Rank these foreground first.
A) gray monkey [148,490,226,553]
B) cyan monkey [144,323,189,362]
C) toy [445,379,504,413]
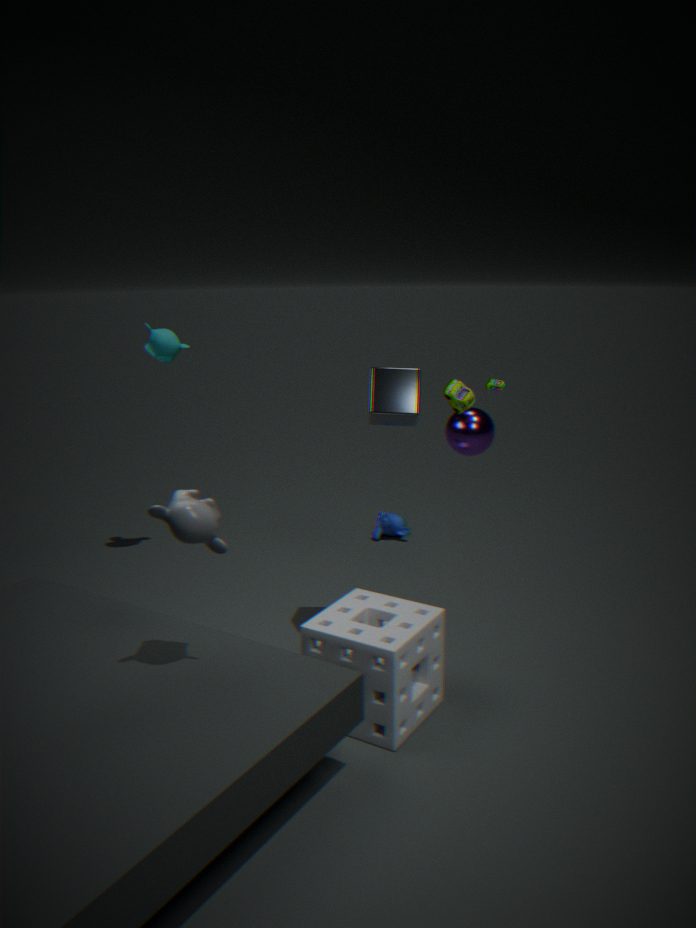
1. gray monkey [148,490,226,553]
2. toy [445,379,504,413]
3. cyan monkey [144,323,189,362]
